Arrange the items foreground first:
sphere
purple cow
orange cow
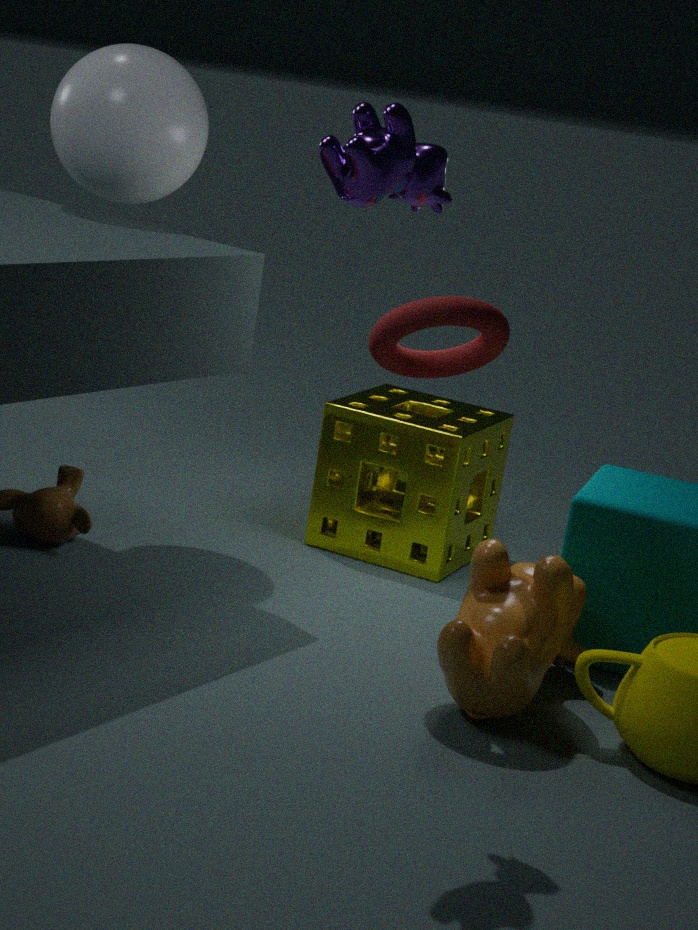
purple cow < orange cow < sphere
